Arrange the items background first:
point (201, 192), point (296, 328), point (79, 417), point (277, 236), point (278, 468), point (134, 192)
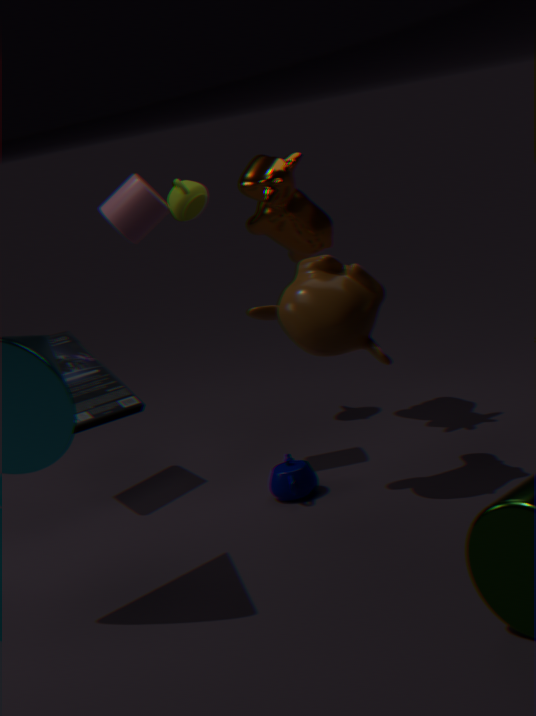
point (201, 192), point (277, 236), point (79, 417), point (134, 192), point (278, 468), point (296, 328)
